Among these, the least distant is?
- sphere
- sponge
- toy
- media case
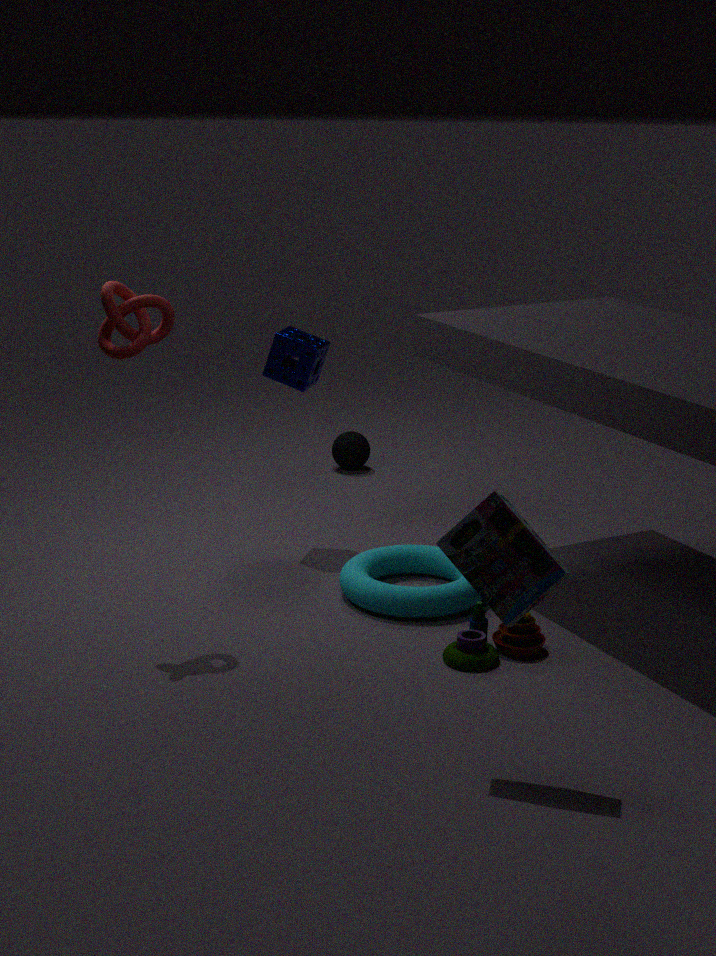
media case
